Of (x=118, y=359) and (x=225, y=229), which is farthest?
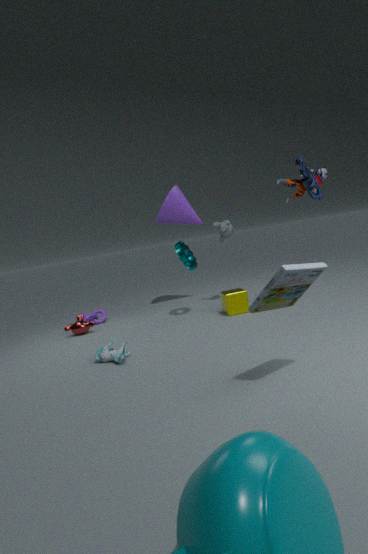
(x=225, y=229)
